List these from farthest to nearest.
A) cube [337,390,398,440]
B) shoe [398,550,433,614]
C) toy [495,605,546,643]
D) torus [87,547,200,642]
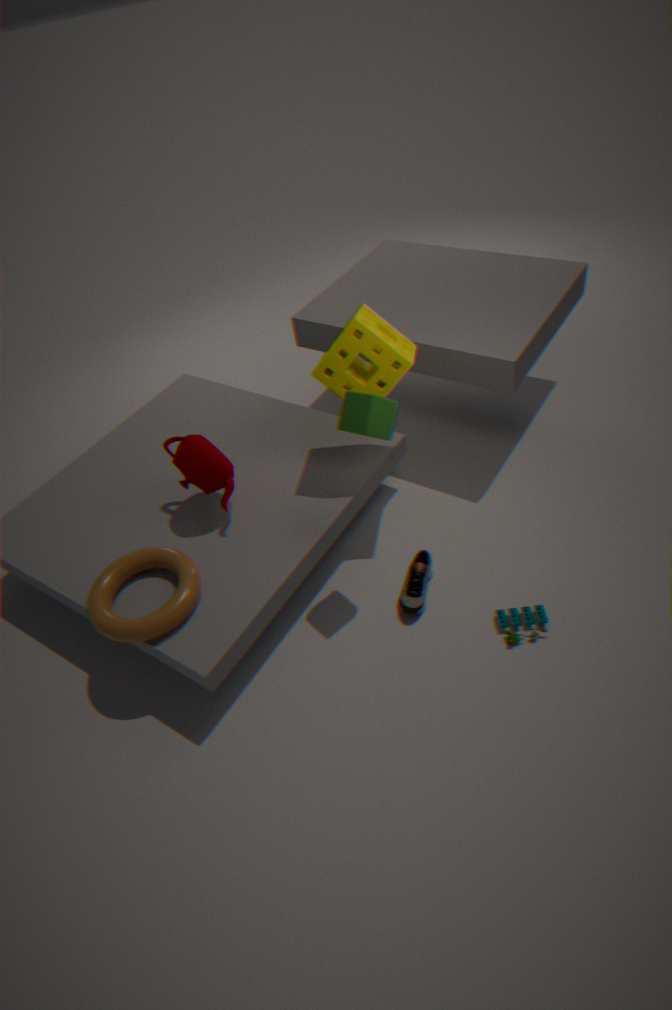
shoe [398,550,433,614] → toy [495,605,546,643] → torus [87,547,200,642] → cube [337,390,398,440]
